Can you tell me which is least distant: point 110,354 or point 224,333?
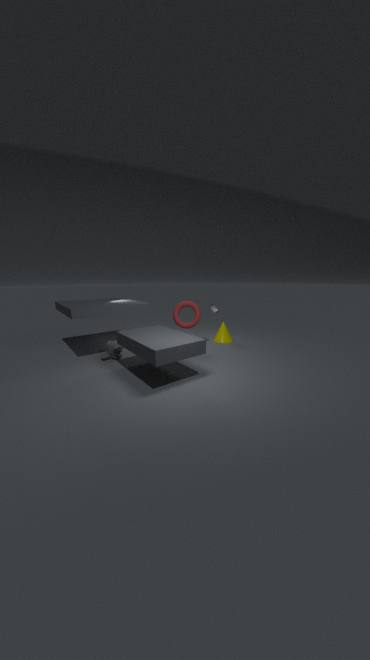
point 110,354
